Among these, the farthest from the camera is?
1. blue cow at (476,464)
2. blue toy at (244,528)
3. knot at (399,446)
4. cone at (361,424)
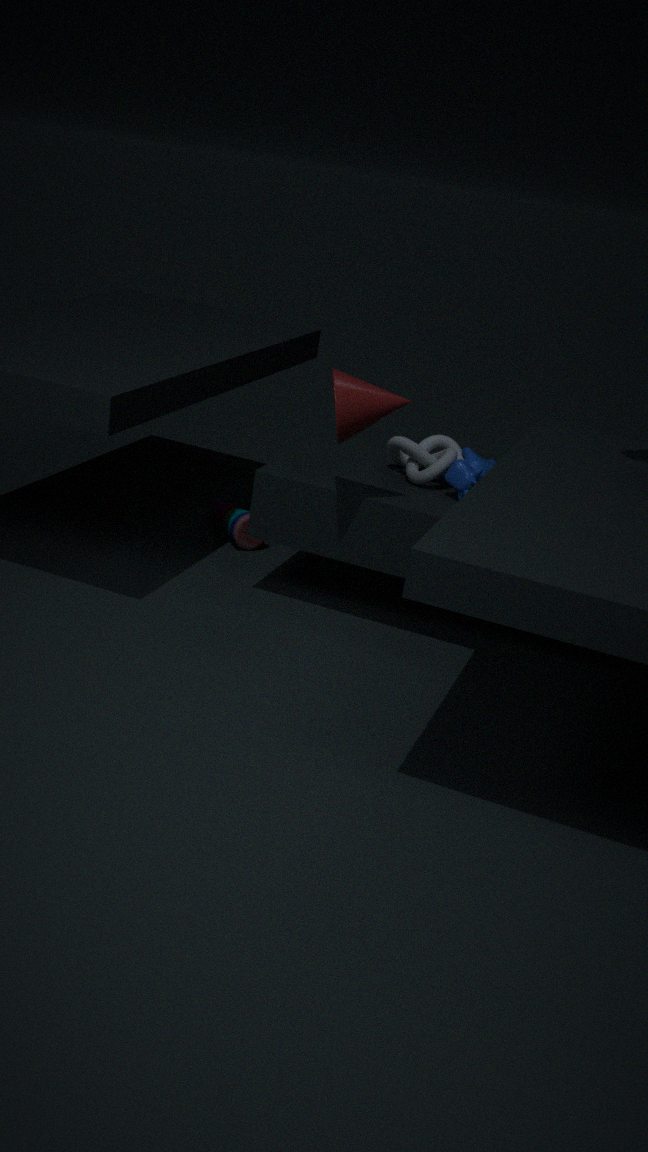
blue toy at (244,528)
